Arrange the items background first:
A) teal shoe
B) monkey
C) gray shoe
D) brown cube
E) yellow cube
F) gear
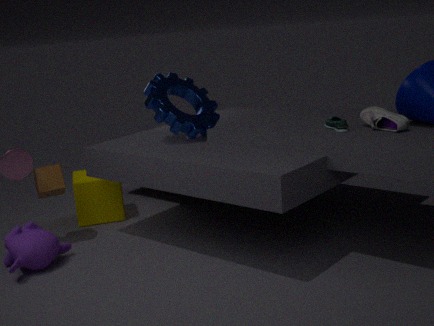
yellow cube → brown cube → gear → monkey → teal shoe → gray shoe
